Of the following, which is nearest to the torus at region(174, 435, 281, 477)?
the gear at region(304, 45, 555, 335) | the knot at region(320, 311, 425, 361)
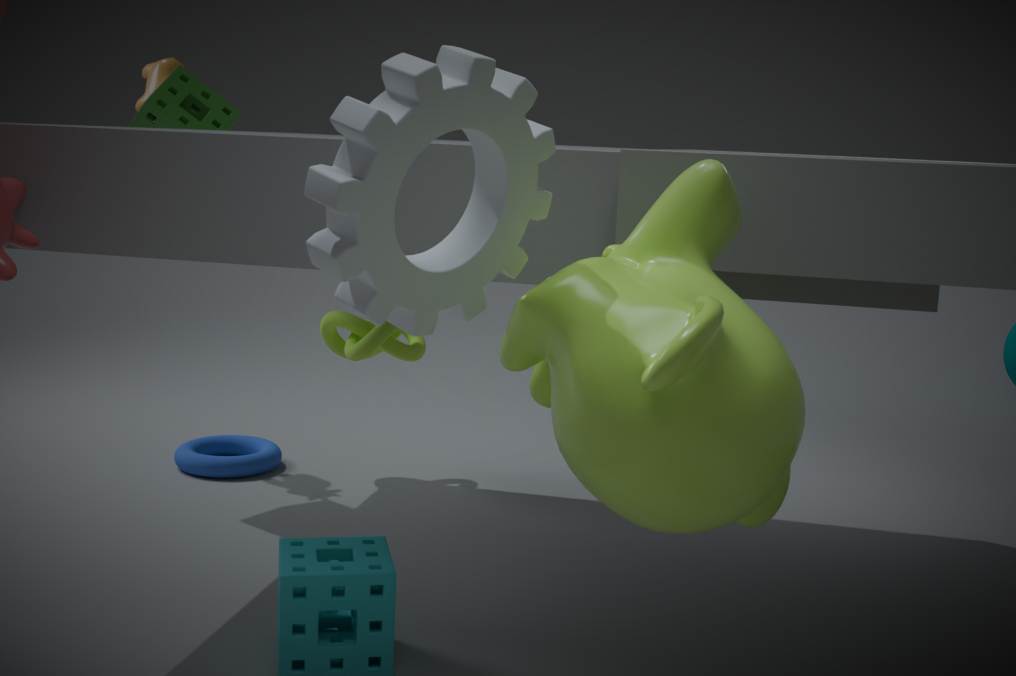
the knot at region(320, 311, 425, 361)
